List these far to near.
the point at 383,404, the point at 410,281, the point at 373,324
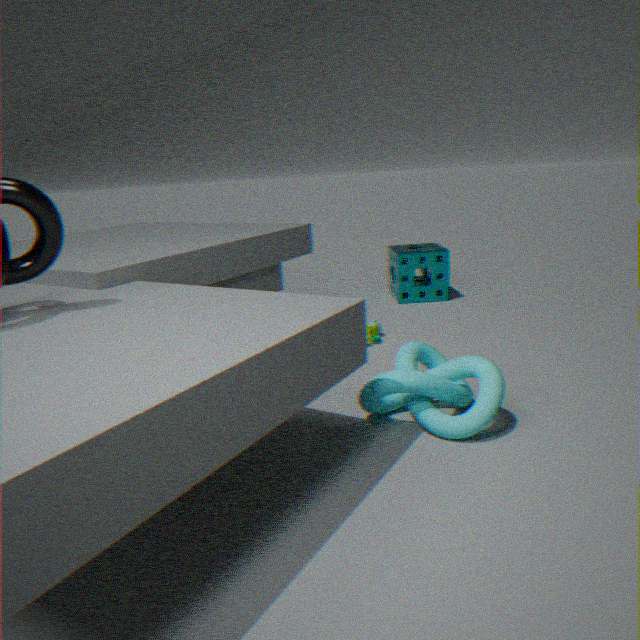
the point at 410,281 → the point at 373,324 → the point at 383,404
